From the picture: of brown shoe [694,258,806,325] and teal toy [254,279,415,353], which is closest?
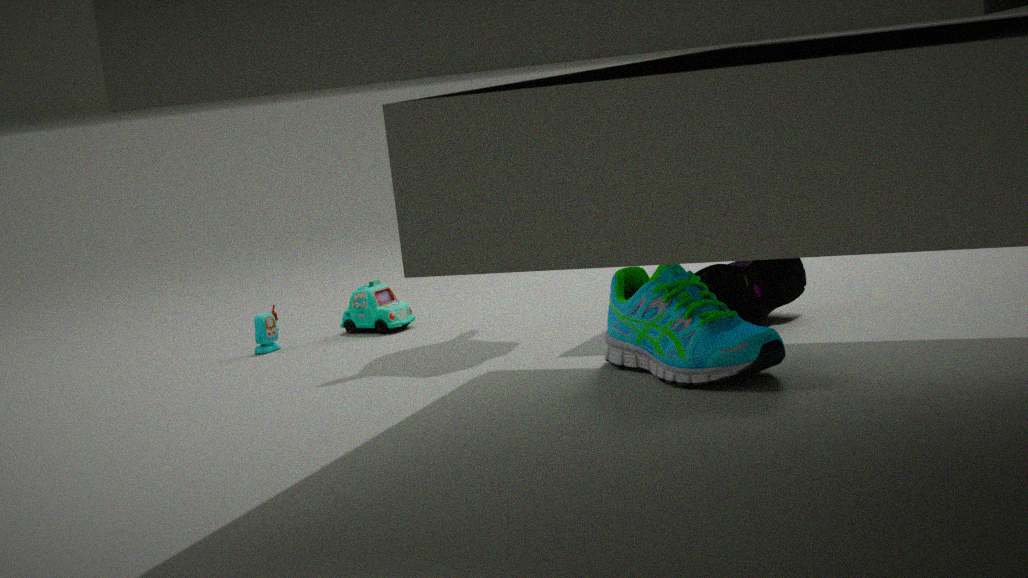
brown shoe [694,258,806,325]
